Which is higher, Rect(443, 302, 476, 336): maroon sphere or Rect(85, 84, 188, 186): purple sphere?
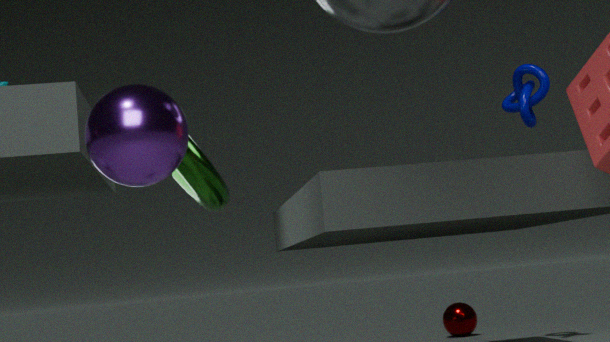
Rect(85, 84, 188, 186): purple sphere
